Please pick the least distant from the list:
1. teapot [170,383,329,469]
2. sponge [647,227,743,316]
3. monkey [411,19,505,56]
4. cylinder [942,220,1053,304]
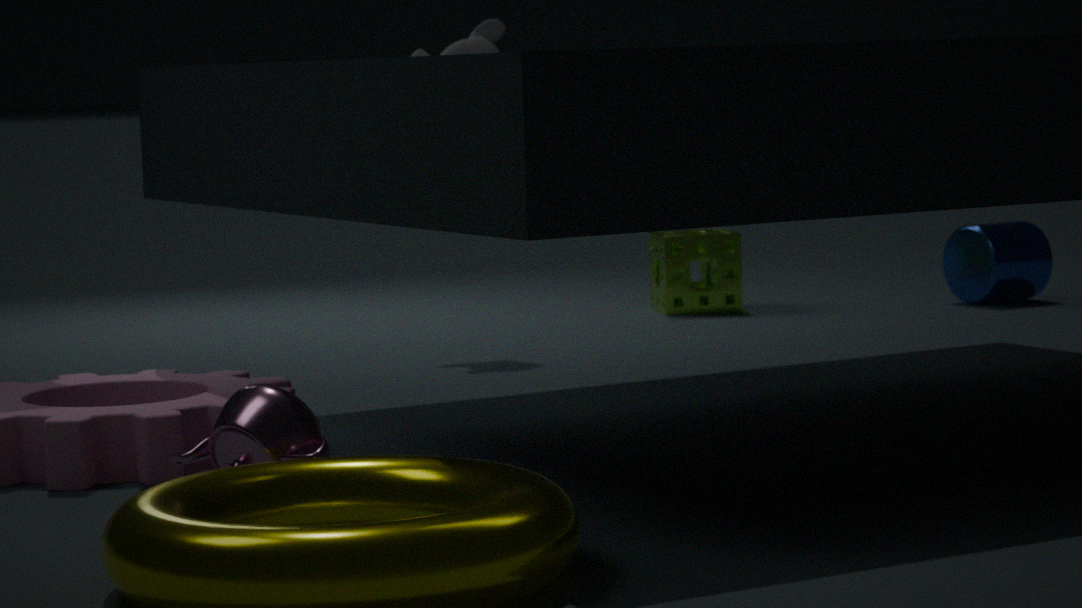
teapot [170,383,329,469]
